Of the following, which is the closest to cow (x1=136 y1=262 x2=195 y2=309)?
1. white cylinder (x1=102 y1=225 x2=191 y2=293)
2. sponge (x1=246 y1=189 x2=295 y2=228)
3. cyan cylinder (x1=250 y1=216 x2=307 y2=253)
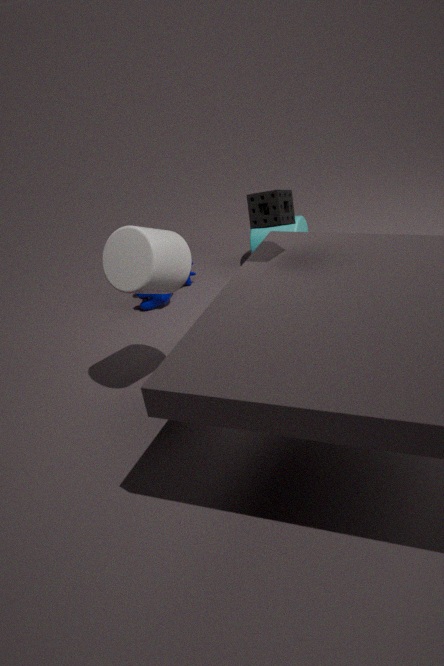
cyan cylinder (x1=250 y1=216 x2=307 y2=253)
